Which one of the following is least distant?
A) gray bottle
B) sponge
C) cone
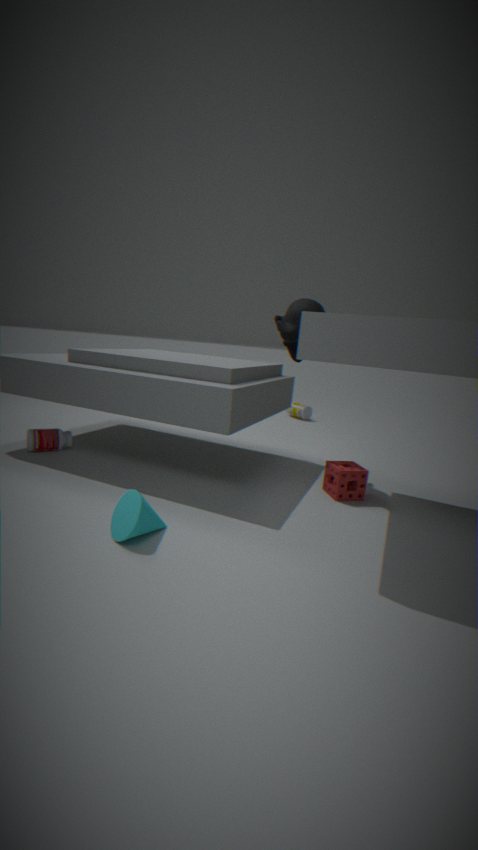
cone
